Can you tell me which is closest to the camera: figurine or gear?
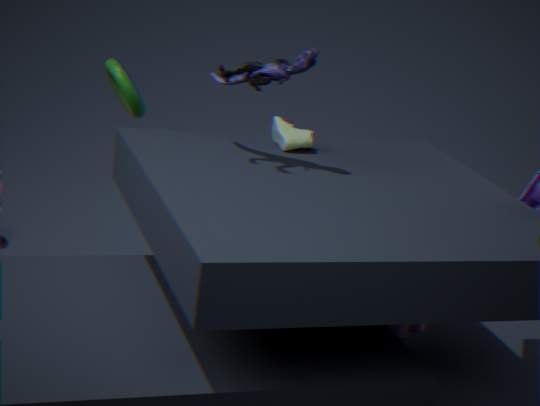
figurine
